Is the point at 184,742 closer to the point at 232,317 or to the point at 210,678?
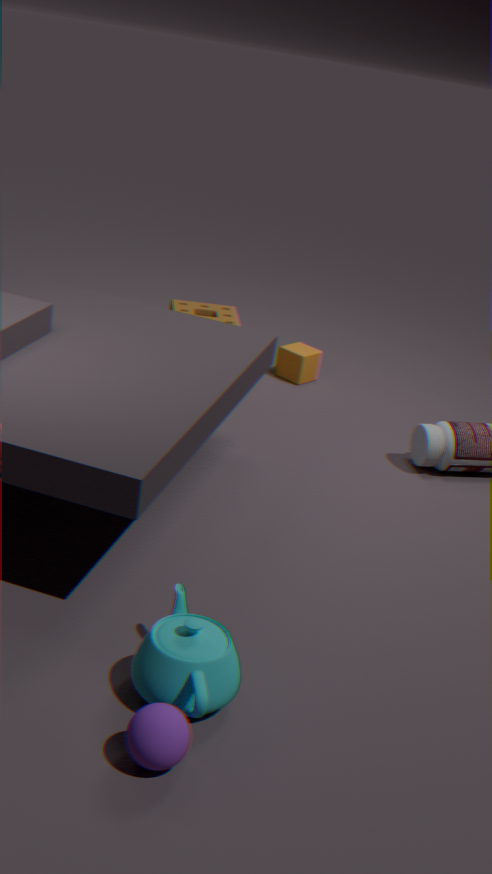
the point at 210,678
